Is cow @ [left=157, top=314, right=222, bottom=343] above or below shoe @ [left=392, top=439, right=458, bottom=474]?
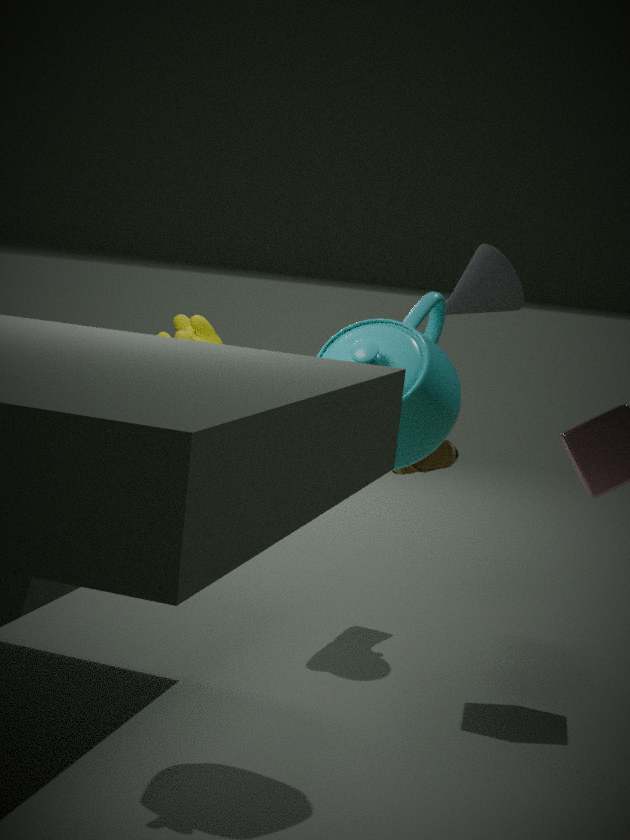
above
